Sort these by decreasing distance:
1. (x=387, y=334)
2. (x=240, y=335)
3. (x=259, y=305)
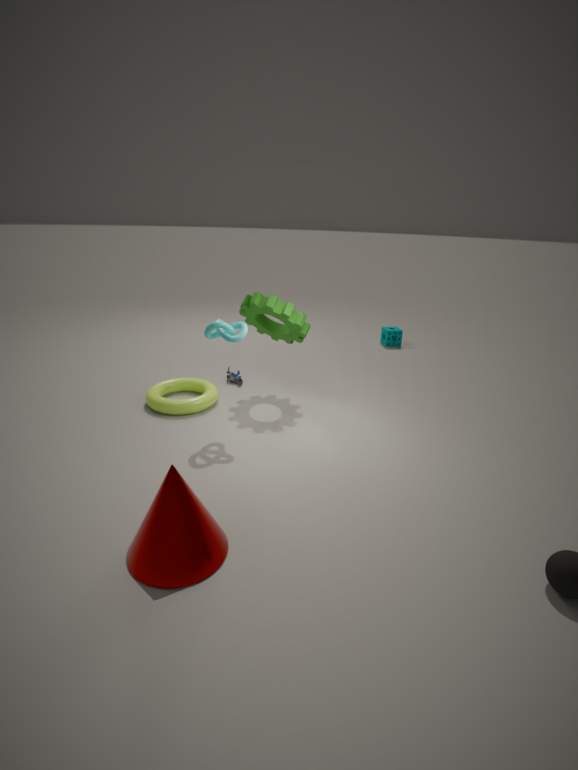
(x=387, y=334) < (x=259, y=305) < (x=240, y=335)
